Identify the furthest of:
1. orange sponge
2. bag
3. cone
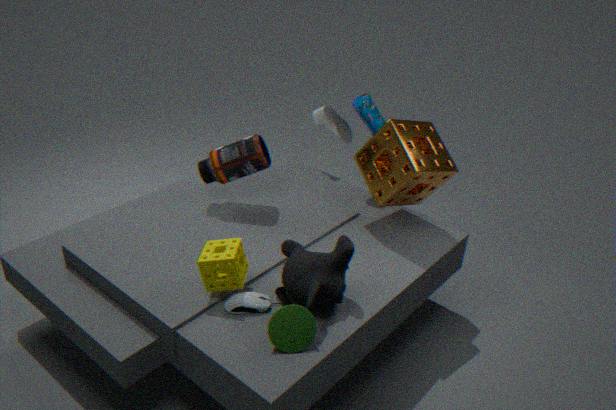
bag
